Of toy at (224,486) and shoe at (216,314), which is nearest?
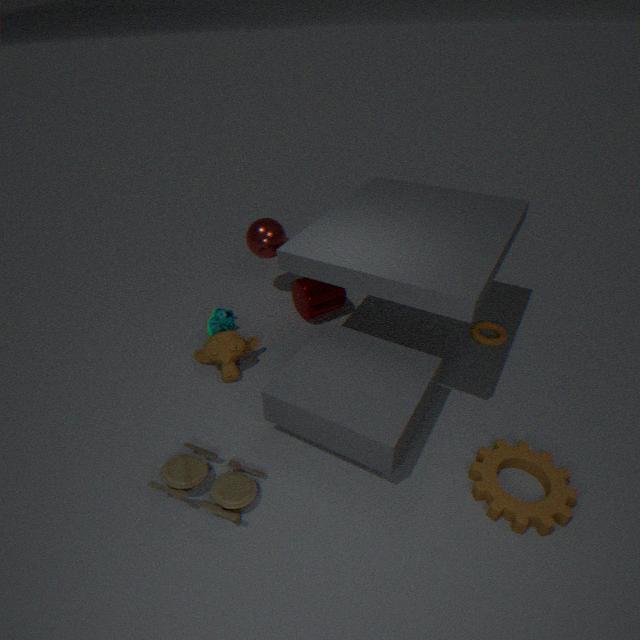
toy at (224,486)
